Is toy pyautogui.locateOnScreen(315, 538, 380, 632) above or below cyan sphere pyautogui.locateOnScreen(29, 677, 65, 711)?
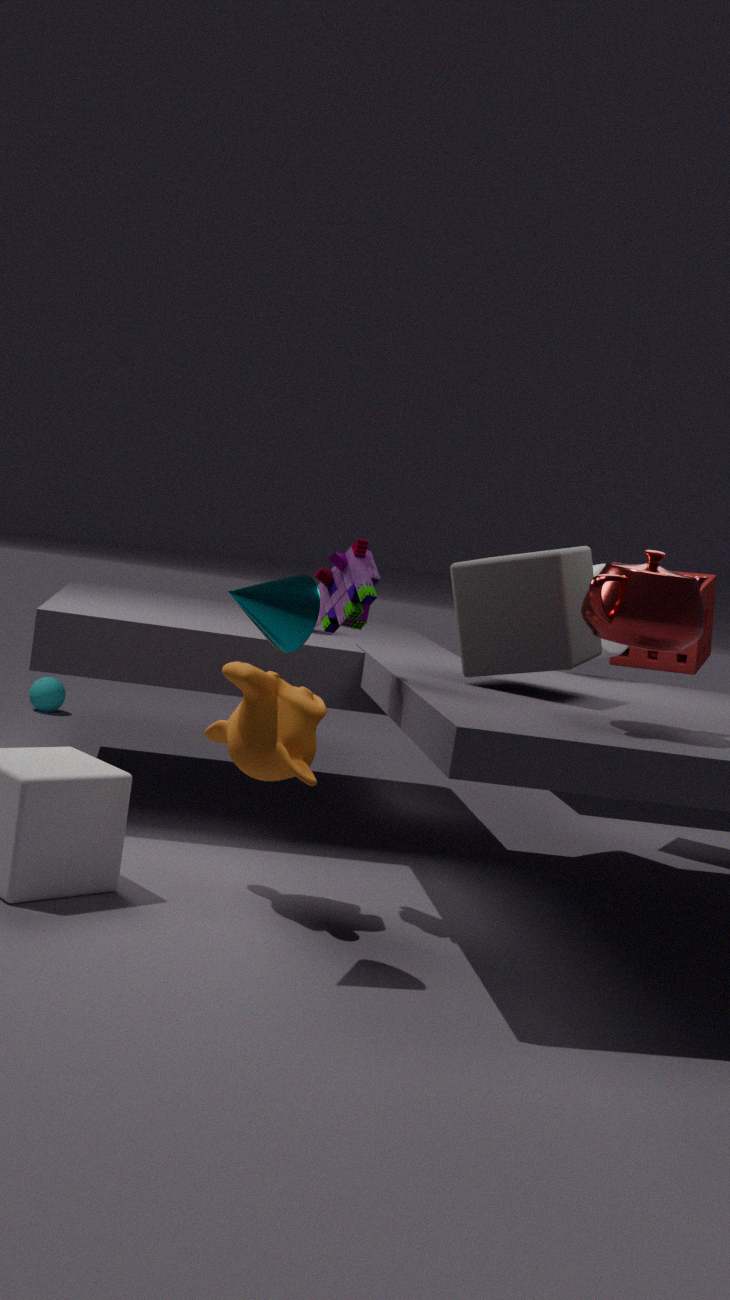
above
